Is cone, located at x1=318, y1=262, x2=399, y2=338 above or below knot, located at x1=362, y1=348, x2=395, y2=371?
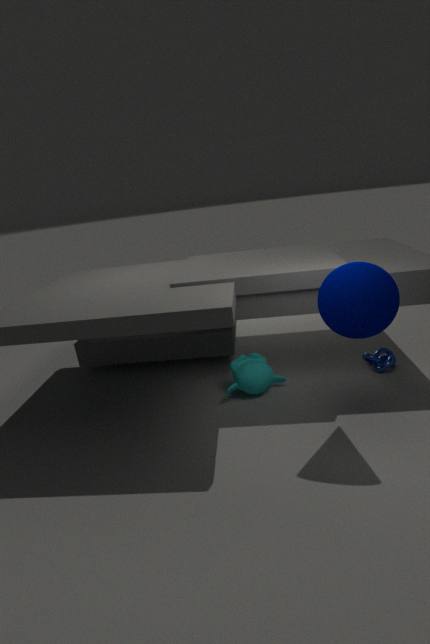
above
